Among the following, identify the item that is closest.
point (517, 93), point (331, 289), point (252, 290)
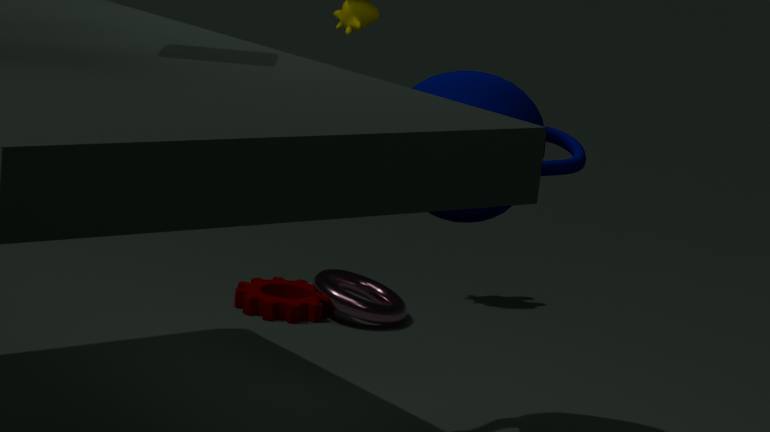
point (517, 93)
